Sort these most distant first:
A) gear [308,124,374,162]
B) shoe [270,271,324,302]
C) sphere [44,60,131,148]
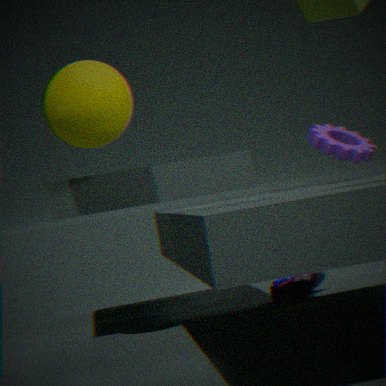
shoe [270,271,324,302], gear [308,124,374,162], sphere [44,60,131,148]
